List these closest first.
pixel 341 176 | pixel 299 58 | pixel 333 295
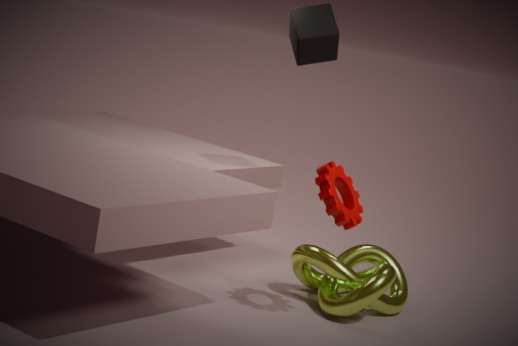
1. pixel 341 176
2. pixel 333 295
3. pixel 299 58
